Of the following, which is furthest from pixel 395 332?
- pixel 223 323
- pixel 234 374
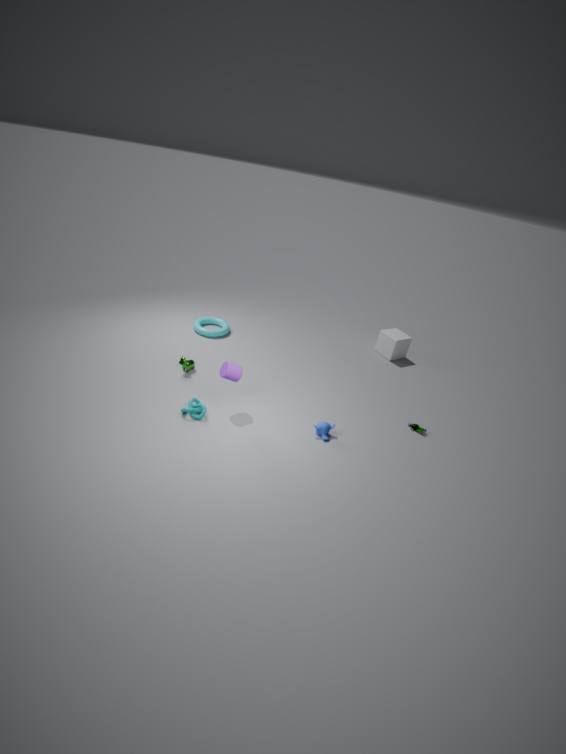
pixel 234 374
